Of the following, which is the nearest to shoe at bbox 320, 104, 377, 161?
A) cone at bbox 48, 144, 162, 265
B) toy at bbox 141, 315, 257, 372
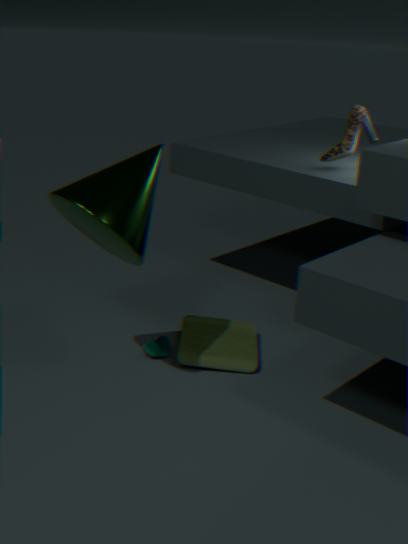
toy at bbox 141, 315, 257, 372
